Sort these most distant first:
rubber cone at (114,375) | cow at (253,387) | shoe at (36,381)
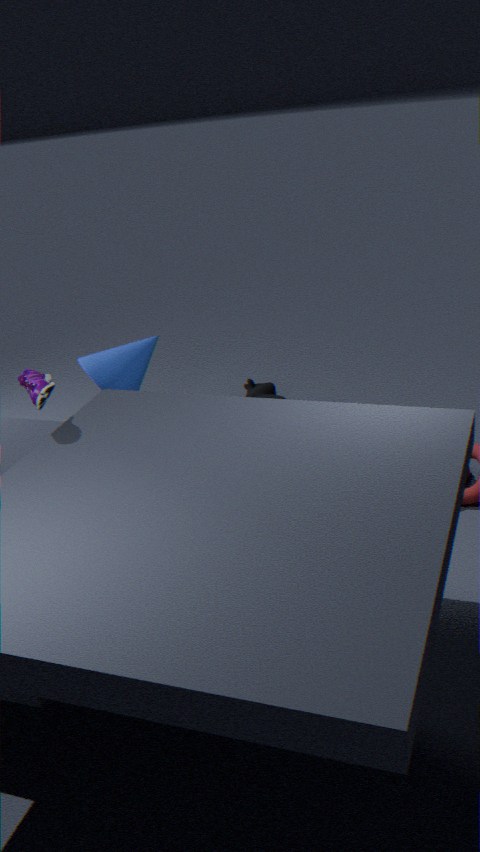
cow at (253,387) < rubber cone at (114,375) < shoe at (36,381)
